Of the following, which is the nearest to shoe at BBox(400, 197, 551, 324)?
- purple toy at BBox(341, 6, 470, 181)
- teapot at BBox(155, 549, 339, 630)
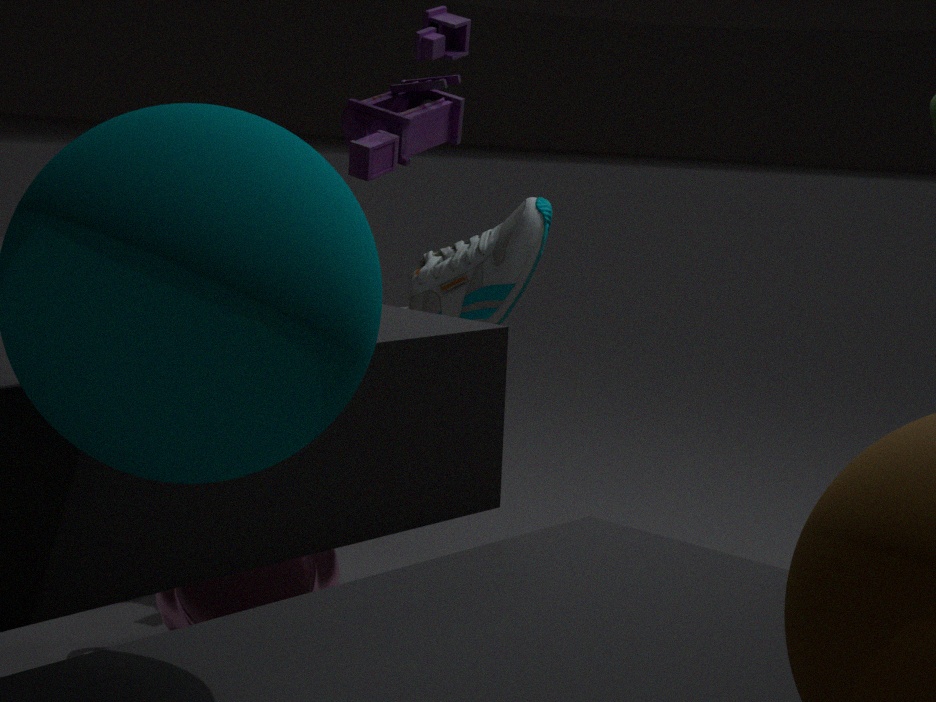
purple toy at BBox(341, 6, 470, 181)
